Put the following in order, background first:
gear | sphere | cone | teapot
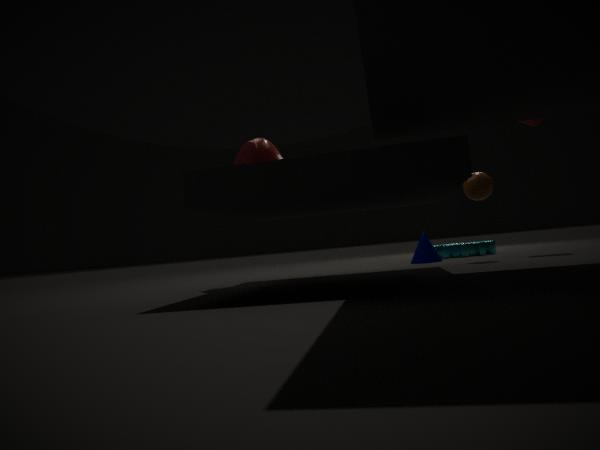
gear < cone < sphere < teapot
